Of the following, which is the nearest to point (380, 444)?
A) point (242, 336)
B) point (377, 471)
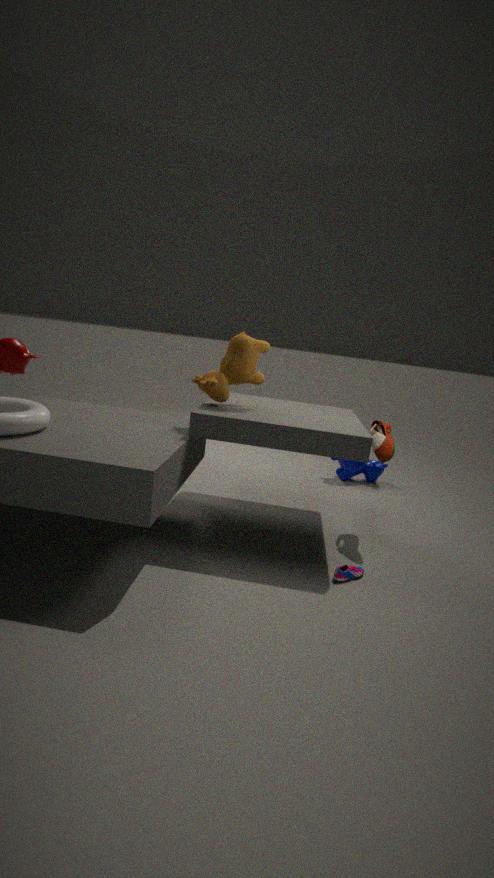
point (242, 336)
